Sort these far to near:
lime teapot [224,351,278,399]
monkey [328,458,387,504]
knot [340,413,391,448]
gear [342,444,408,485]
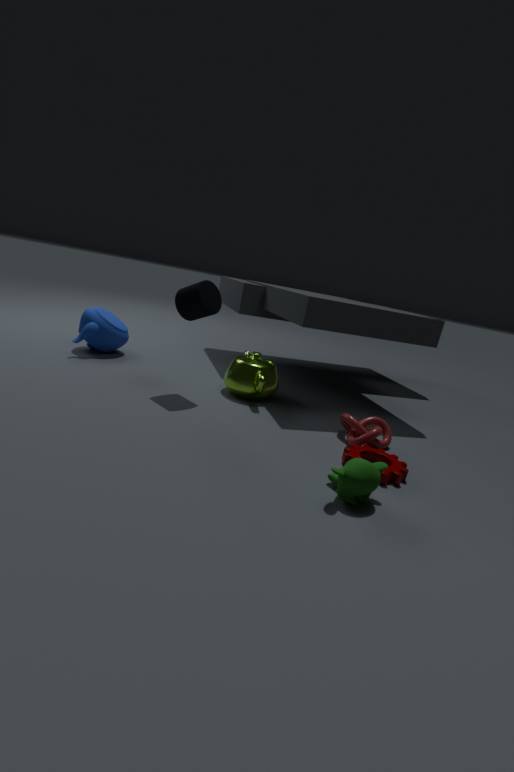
1. lime teapot [224,351,278,399]
2. knot [340,413,391,448]
3. gear [342,444,408,485]
4. monkey [328,458,387,504]
